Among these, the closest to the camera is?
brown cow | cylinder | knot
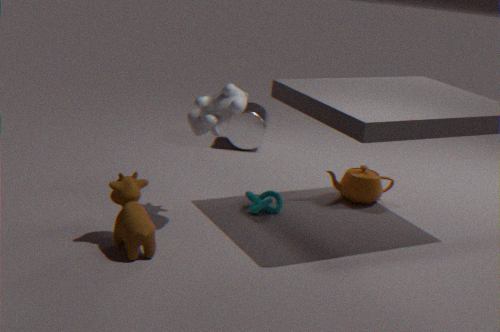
brown cow
